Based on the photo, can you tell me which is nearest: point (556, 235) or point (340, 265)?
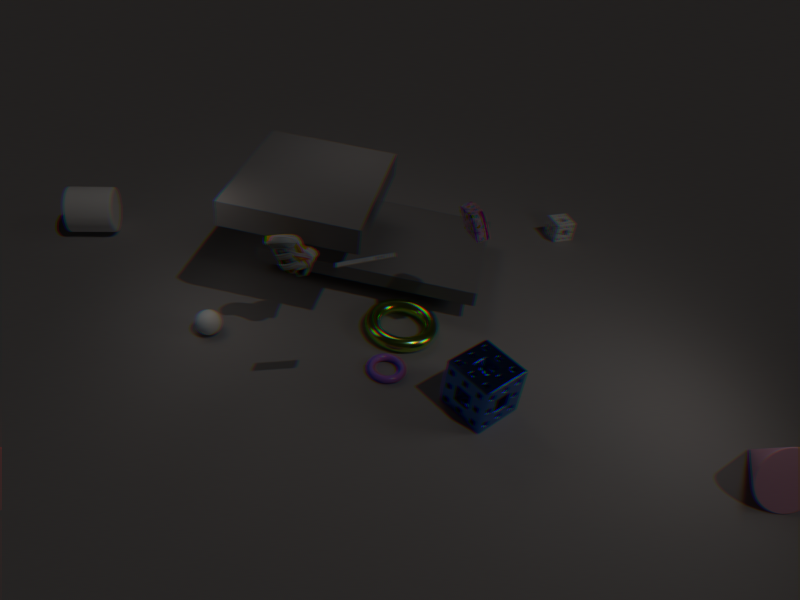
point (340, 265)
